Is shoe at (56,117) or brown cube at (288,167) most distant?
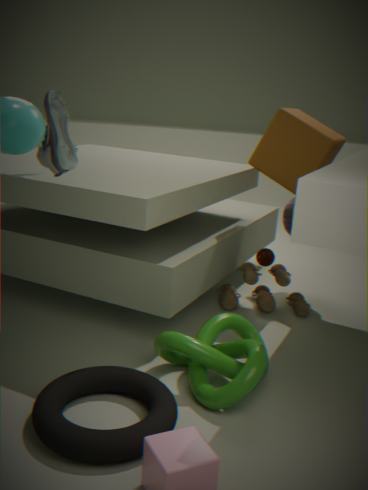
brown cube at (288,167)
